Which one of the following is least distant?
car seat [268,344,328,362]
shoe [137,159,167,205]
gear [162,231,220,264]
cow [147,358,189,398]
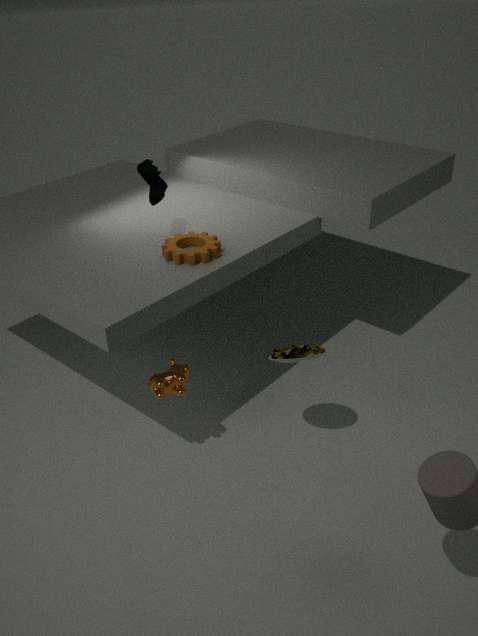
car seat [268,344,328,362]
